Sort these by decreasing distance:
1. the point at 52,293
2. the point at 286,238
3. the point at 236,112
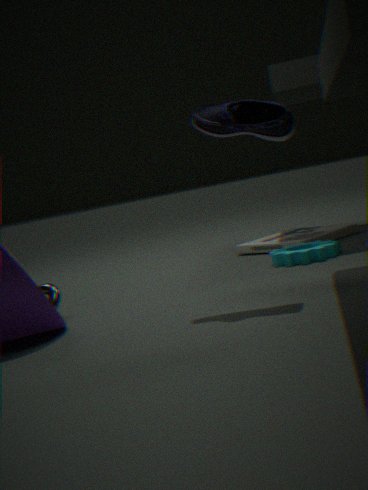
the point at 286,238 → the point at 52,293 → the point at 236,112
